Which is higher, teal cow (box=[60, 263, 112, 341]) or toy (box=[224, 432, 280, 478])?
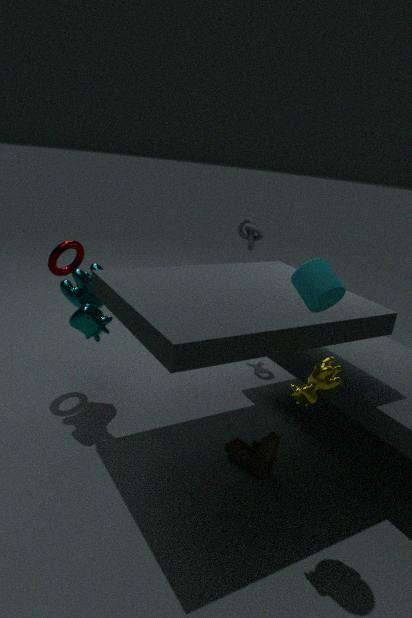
teal cow (box=[60, 263, 112, 341])
